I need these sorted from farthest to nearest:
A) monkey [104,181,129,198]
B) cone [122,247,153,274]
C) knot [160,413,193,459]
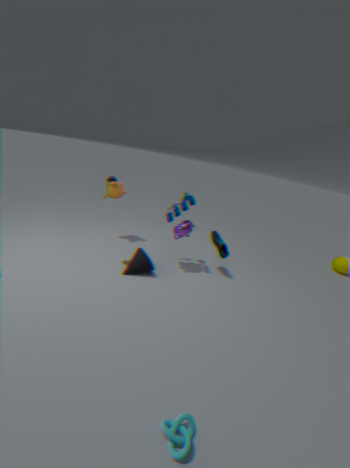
monkey [104,181,129,198] < cone [122,247,153,274] < knot [160,413,193,459]
